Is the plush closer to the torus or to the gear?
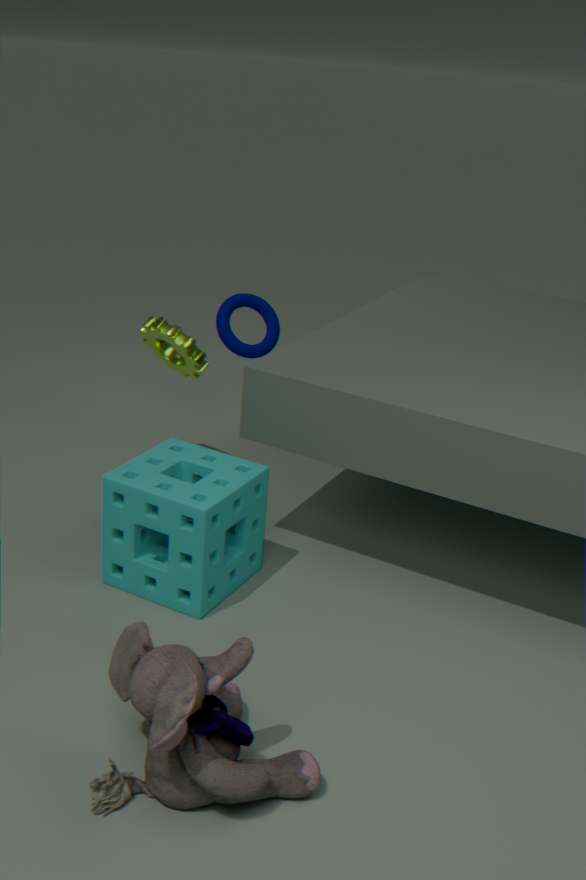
the gear
